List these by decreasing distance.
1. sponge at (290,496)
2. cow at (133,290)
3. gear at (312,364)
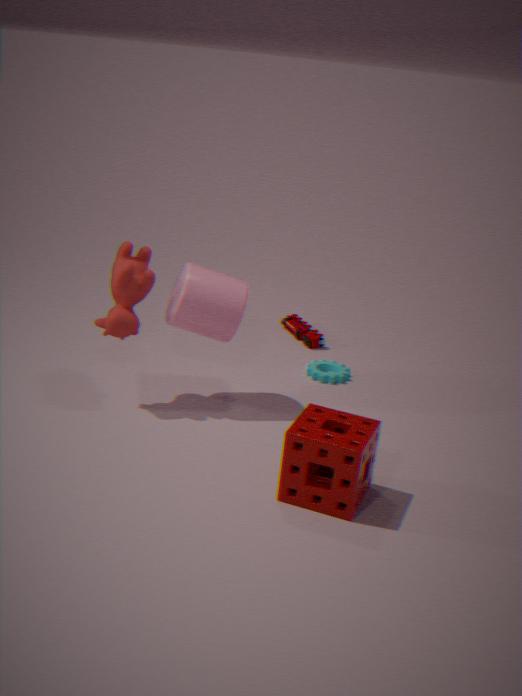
1. gear at (312,364)
2. cow at (133,290)
3. sponge at (290,496)
